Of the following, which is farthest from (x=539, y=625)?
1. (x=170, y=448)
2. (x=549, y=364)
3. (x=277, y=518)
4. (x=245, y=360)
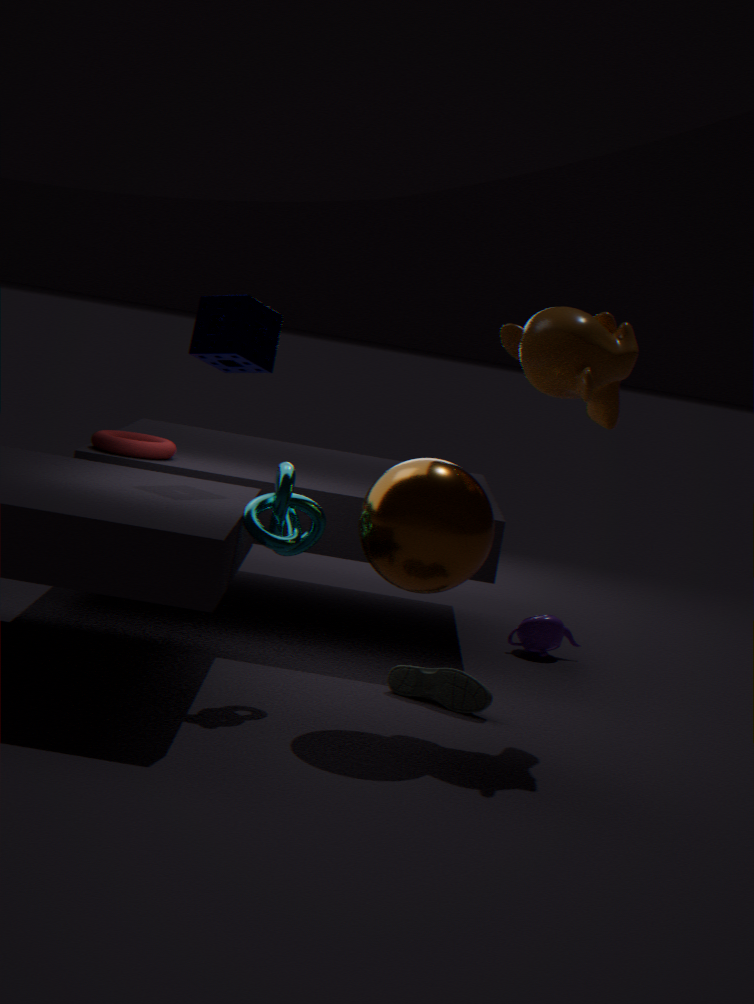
(x=245, y=360)
